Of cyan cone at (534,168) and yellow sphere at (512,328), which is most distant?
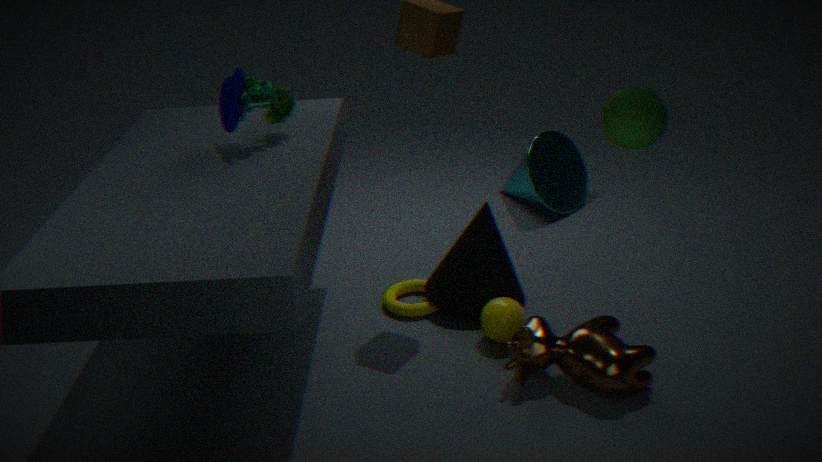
cyan cone at (534,168)
